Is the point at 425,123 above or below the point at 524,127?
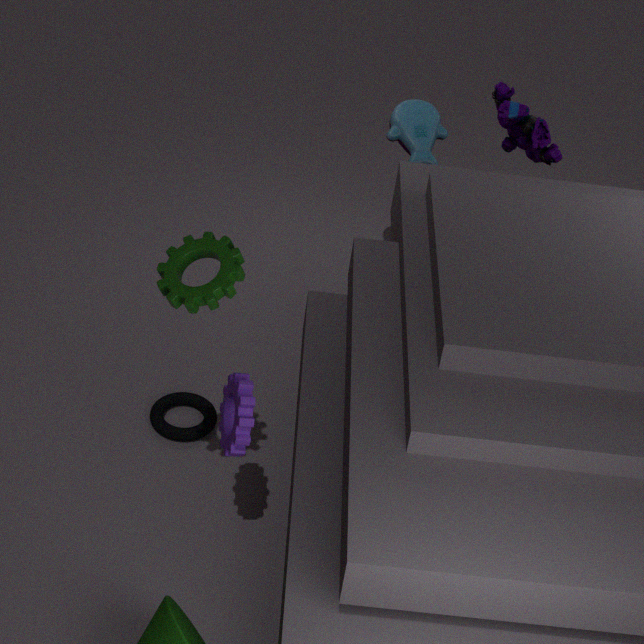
above
